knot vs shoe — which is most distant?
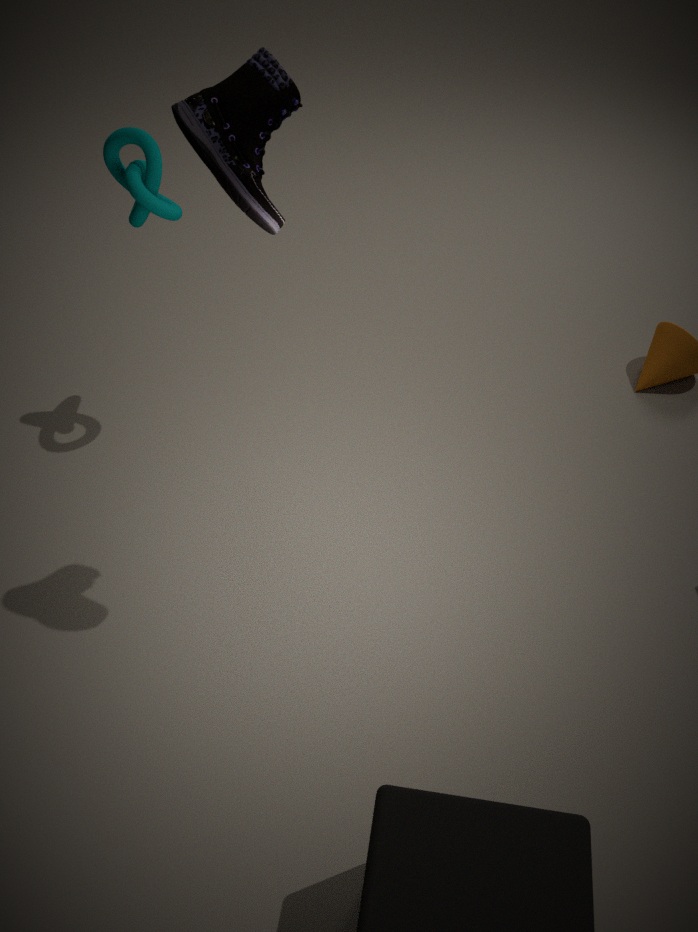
knot
